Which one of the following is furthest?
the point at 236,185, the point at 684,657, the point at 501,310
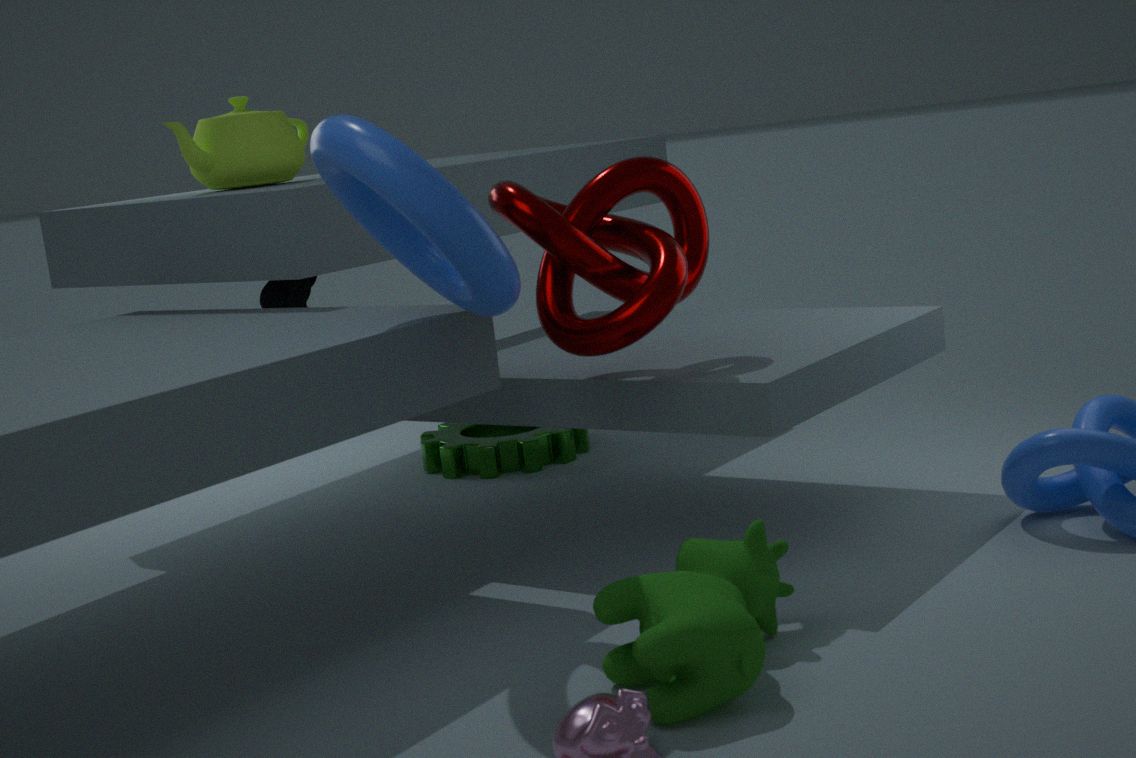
the point at 236,185
